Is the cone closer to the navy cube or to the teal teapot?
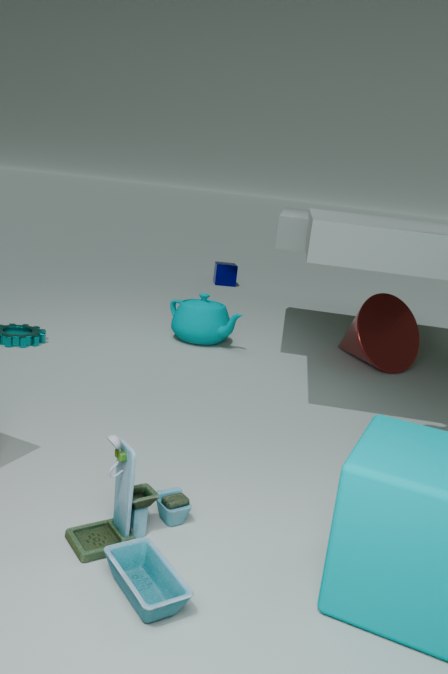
the teal teapot
